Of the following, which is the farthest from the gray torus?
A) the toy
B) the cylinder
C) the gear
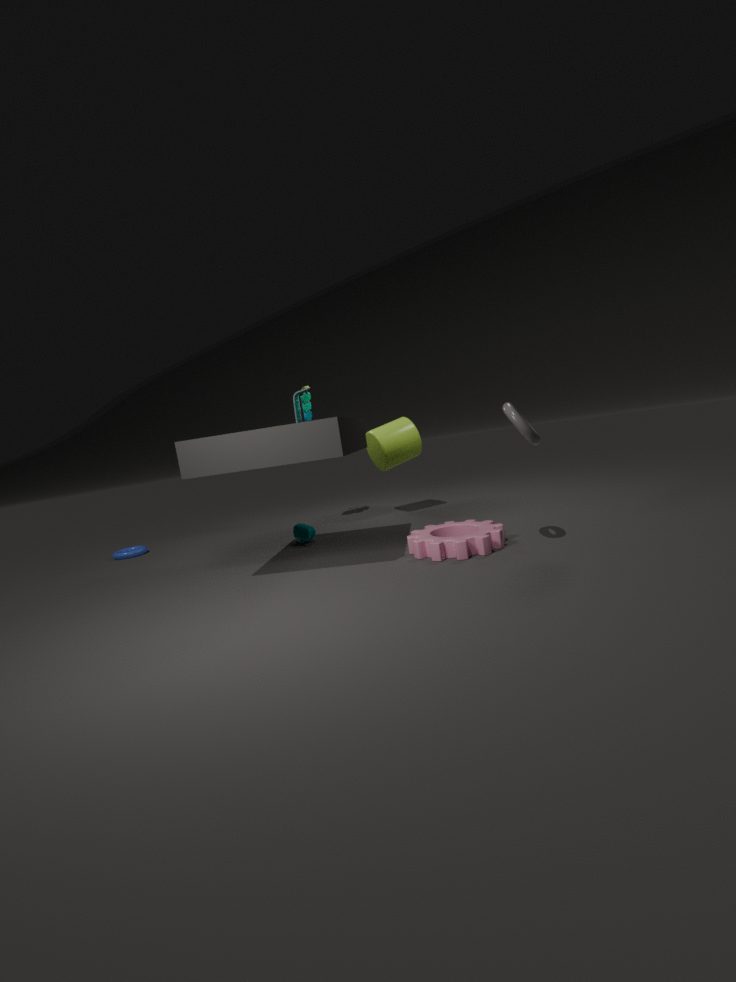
the toy
